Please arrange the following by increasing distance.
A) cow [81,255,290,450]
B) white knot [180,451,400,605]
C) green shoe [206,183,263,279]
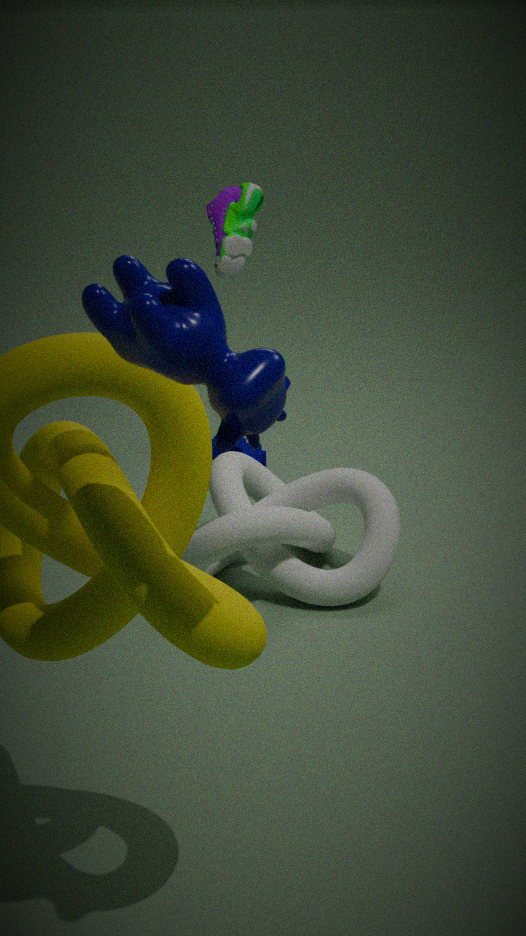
cow [81,255,290,450]
white knot [180,451,400,605]
green shoe [206,183,263,279]
